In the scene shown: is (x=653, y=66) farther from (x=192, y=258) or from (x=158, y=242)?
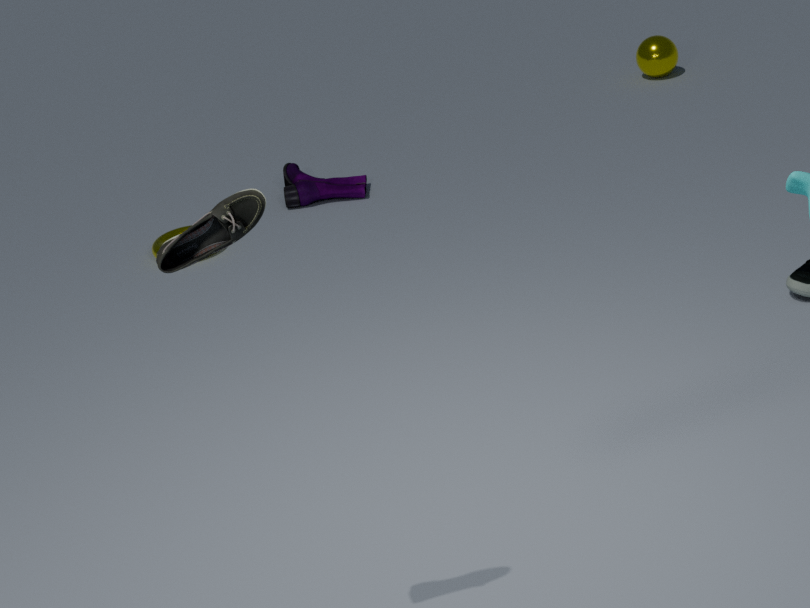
(x=192, y=258)
